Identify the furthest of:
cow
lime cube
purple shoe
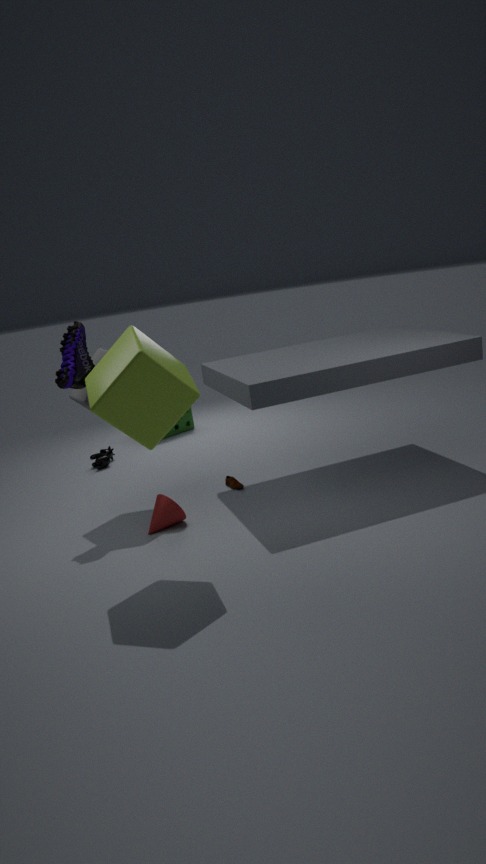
cow
